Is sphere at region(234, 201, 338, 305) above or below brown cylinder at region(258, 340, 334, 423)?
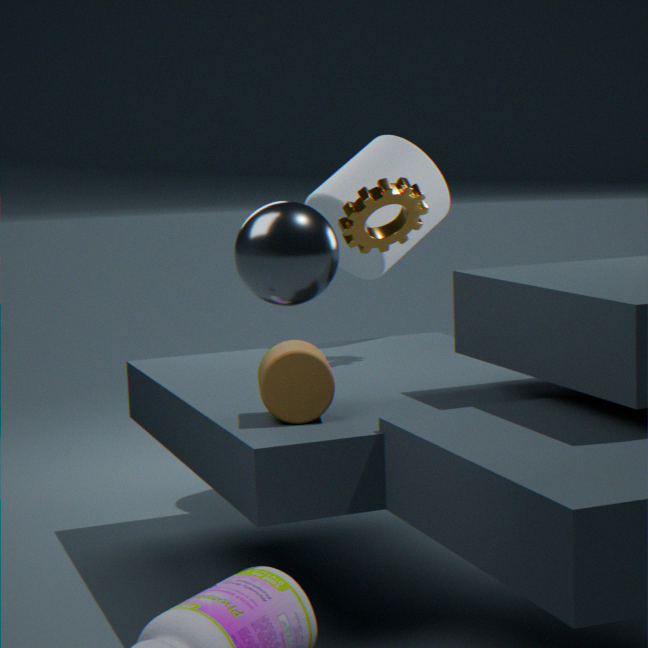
above
